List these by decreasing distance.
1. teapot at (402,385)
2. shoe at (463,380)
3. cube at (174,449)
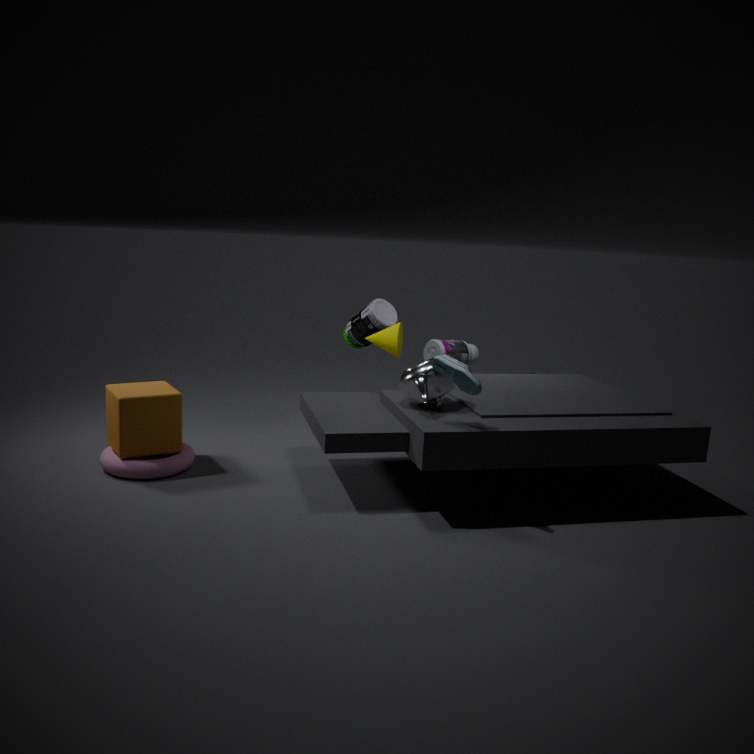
cube at (174,449)
teapot at (402,385)
shoe at (463,380)
